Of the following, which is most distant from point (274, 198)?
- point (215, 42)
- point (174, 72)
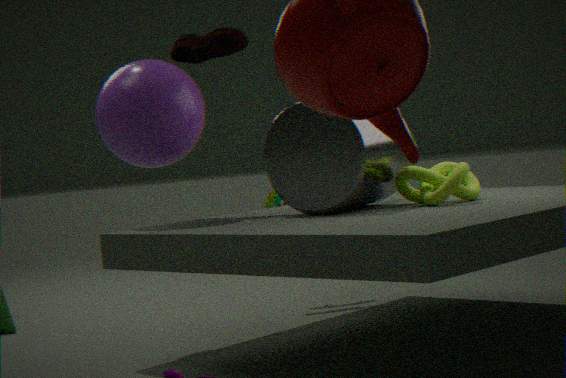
point (174, 72)
